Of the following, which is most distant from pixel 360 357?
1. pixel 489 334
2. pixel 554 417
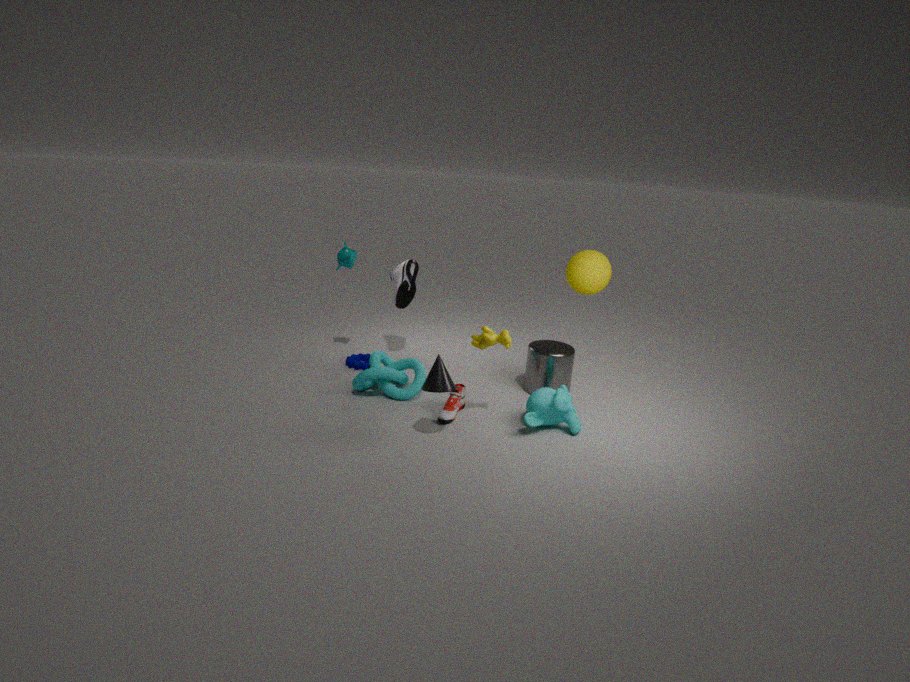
pixel 554 417
